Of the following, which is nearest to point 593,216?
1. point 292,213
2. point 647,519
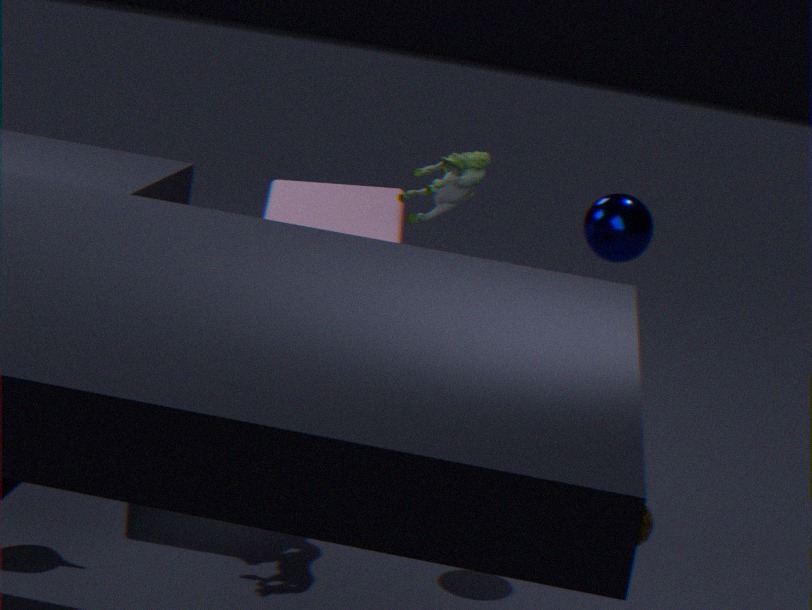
point 292,213
